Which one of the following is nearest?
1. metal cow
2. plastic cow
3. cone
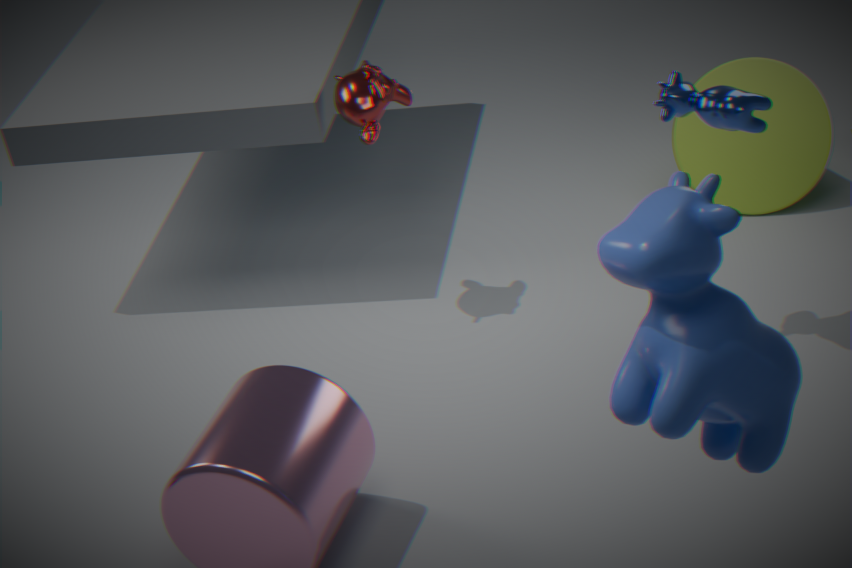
plastic cow
